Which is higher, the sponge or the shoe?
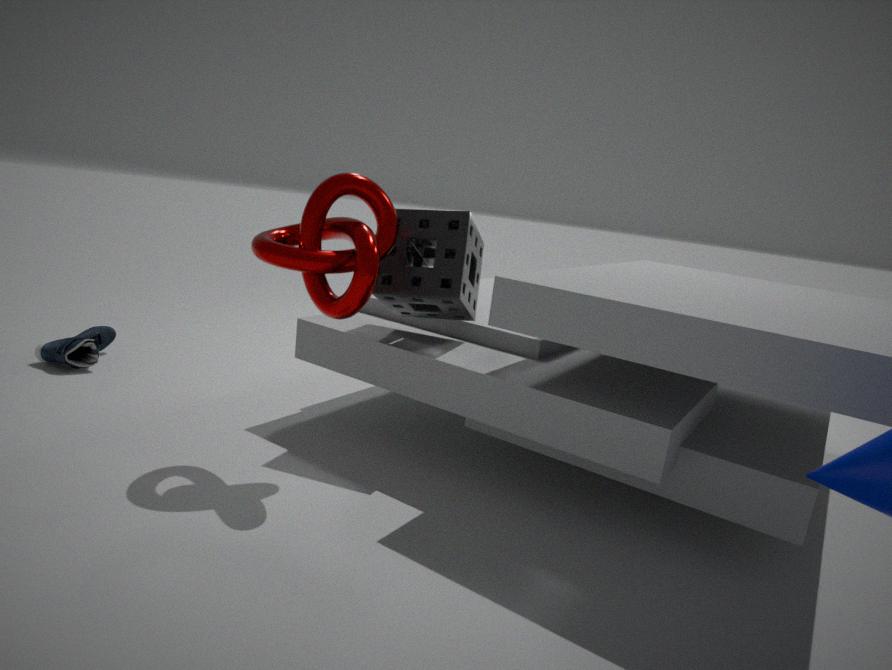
the sponge
